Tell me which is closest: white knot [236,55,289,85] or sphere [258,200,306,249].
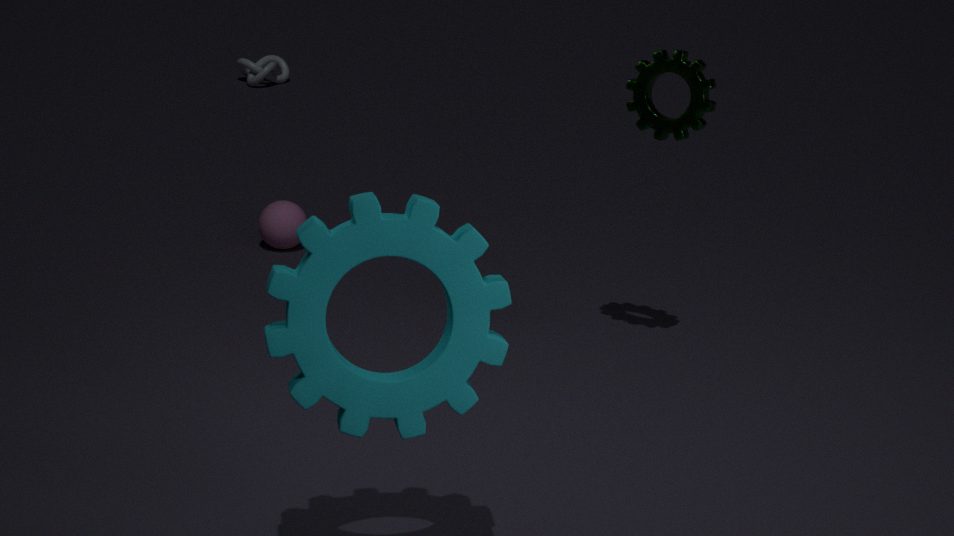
sphere [258,200,306,249]
